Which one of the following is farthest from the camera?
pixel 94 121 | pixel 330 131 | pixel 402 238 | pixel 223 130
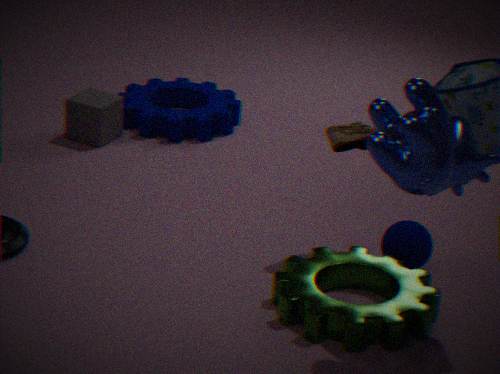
pixel 223 130
